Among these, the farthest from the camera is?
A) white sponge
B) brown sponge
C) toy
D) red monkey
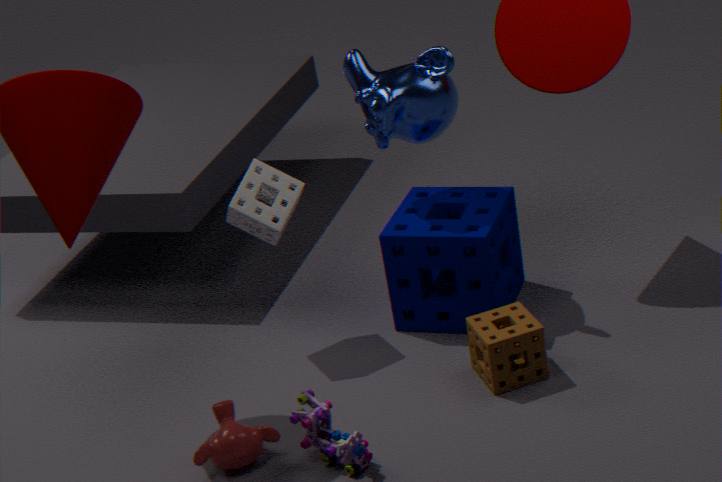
white sponge
